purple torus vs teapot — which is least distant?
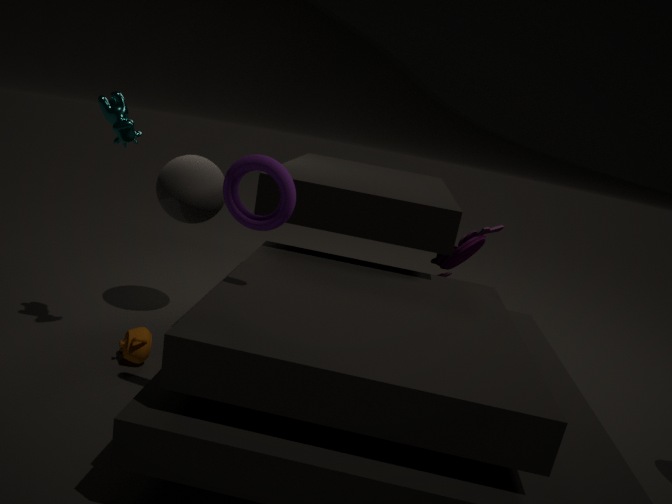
purple torus
